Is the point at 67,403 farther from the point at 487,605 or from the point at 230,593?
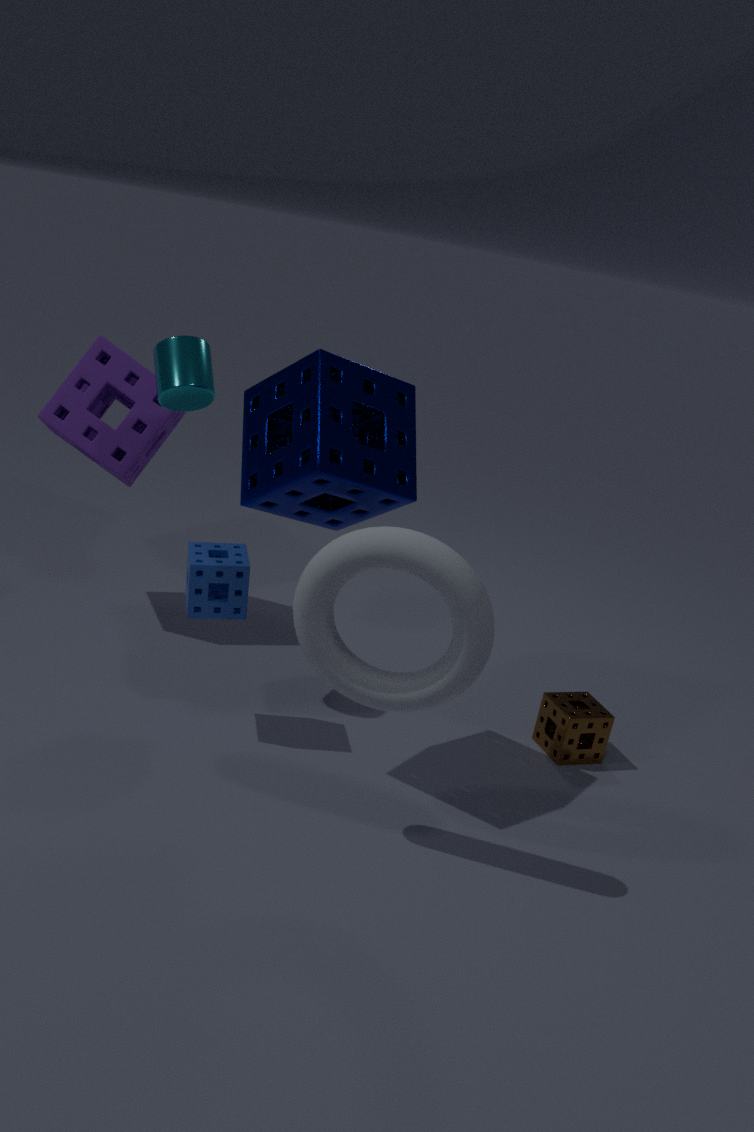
the point at 487,605
